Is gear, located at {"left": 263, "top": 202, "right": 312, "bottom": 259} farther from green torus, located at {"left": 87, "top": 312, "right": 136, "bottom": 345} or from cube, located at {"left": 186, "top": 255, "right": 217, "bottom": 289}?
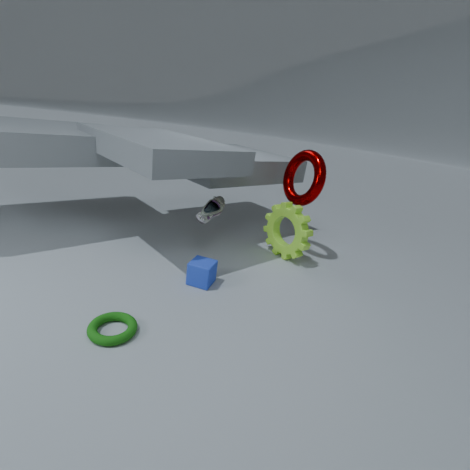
green torus, located at {"left": 87, "top": 312, "right": 136, "bottom": 345}
